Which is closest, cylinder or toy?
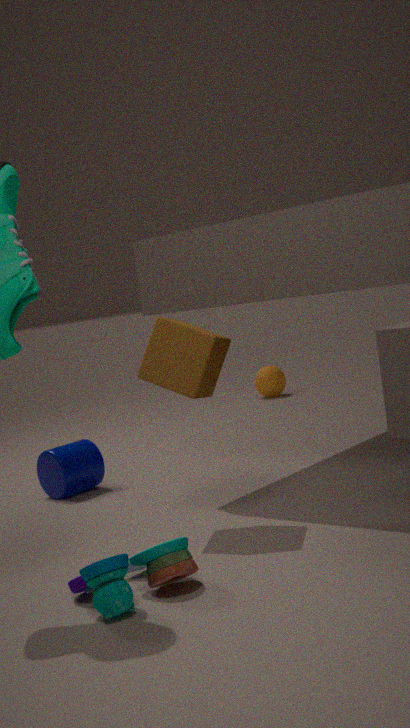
toy
